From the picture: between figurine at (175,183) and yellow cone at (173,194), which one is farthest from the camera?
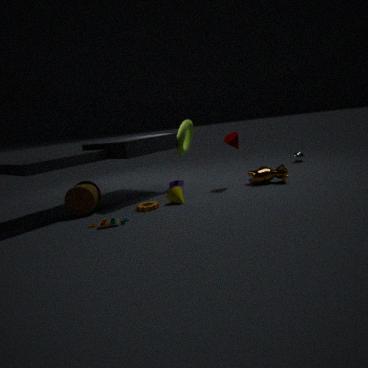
figurine at (175,183)
